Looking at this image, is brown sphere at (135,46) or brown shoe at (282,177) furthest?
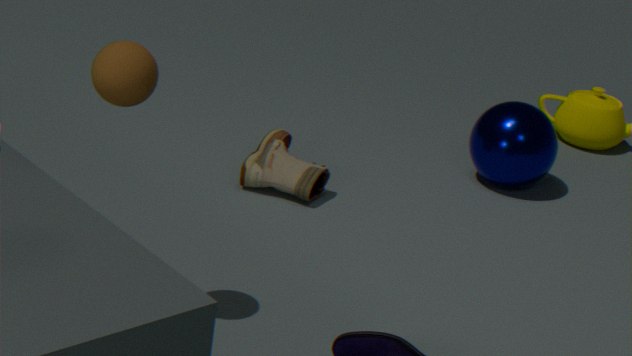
brown shoe at (282,177)
